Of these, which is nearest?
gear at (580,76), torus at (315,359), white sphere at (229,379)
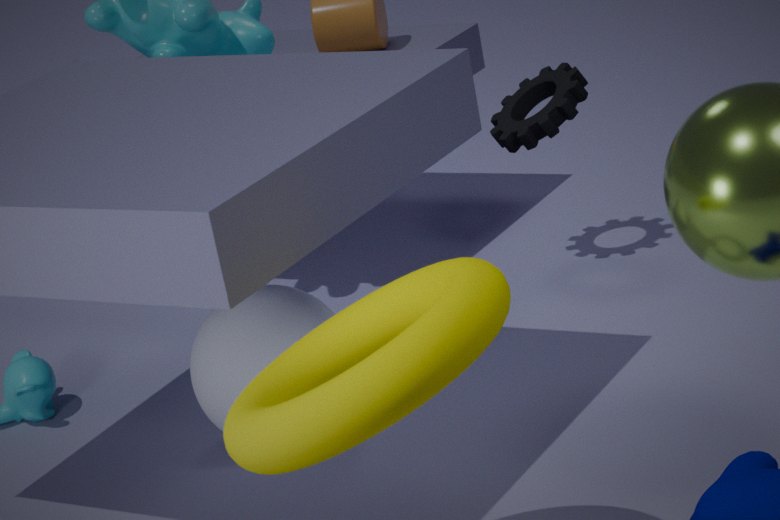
torus at (315,359)
